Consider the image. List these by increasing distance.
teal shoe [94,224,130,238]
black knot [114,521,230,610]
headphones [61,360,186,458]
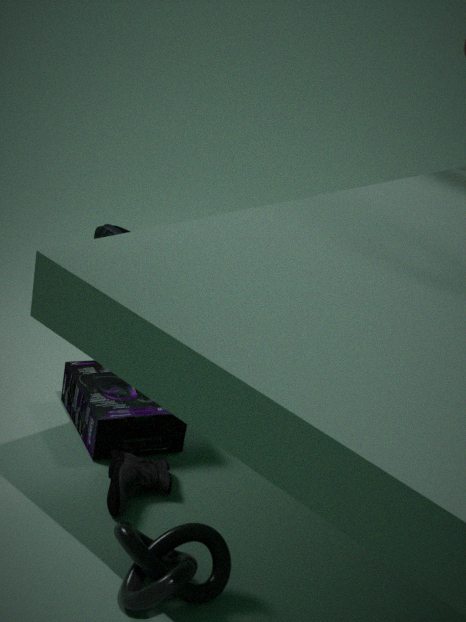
black knot [114,521,230,610] → headphones [61,360,186,458] → teal shoe [94,224,130,238]
